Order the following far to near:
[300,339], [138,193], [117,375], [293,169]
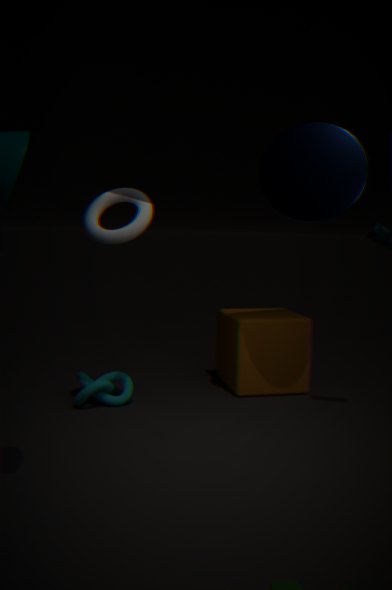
[300,339]
[117,375]
[293,169]
[138,193]
